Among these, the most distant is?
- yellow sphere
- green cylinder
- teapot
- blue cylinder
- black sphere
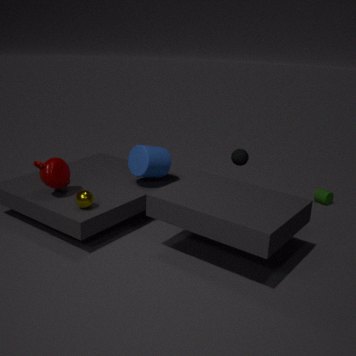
green cylinder
